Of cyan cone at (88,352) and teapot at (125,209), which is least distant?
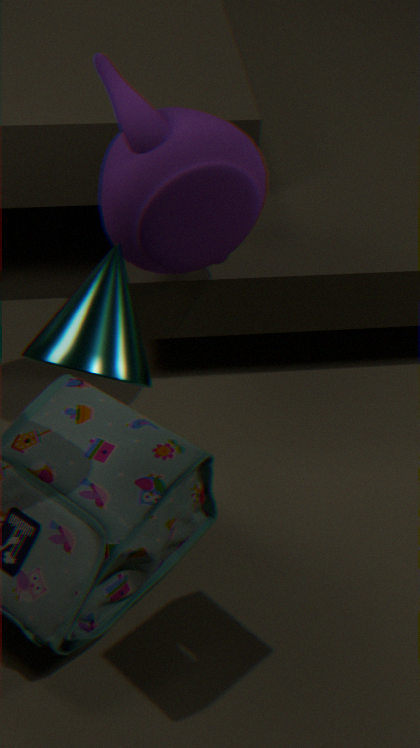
cyan cone at (88,352)
